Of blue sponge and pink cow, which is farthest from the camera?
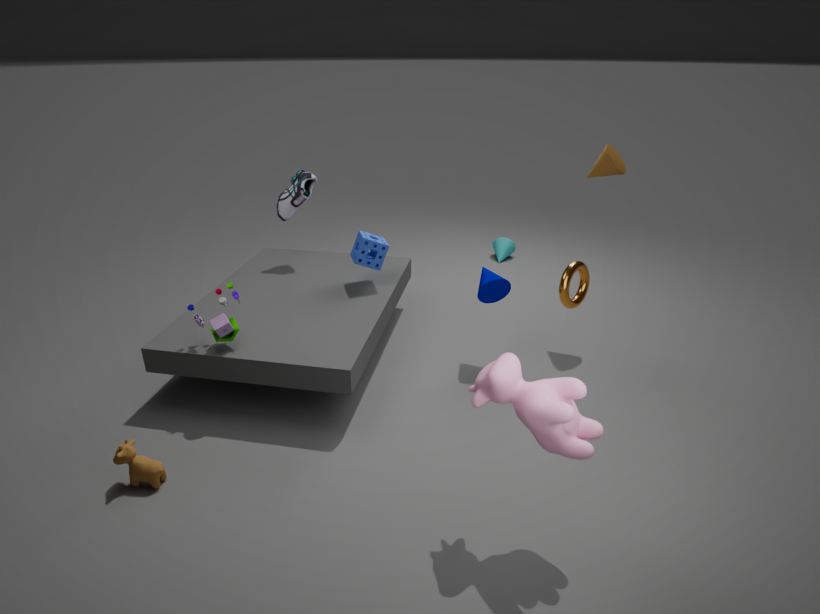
blue sponge
